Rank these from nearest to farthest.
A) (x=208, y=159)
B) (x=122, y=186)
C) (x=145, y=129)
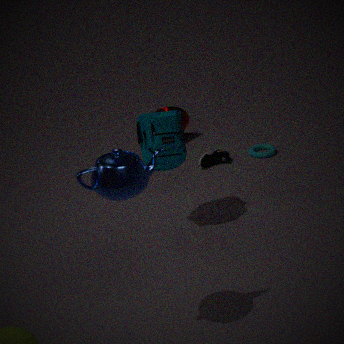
1. (x=122, y=186)
2. (x=145, y=129)
3. (x=208, y=159)
